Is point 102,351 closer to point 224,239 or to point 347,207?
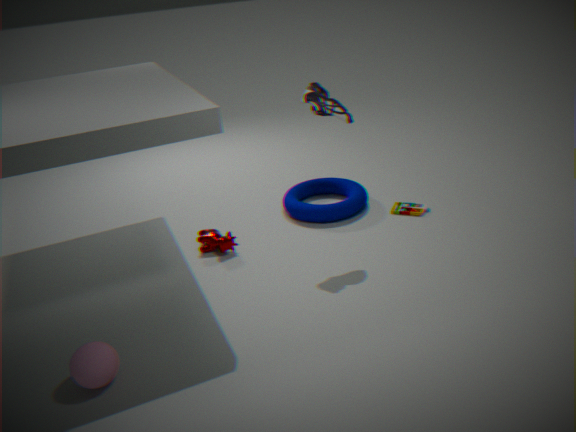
point 224,239
